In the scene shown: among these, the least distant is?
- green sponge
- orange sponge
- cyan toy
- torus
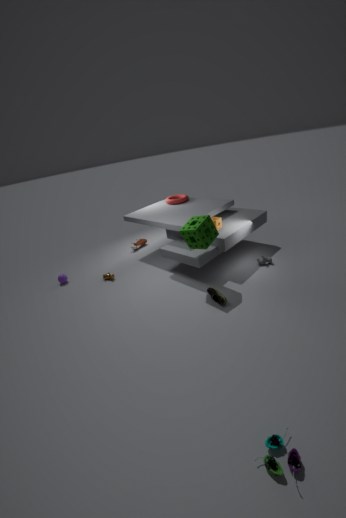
cyan toy
